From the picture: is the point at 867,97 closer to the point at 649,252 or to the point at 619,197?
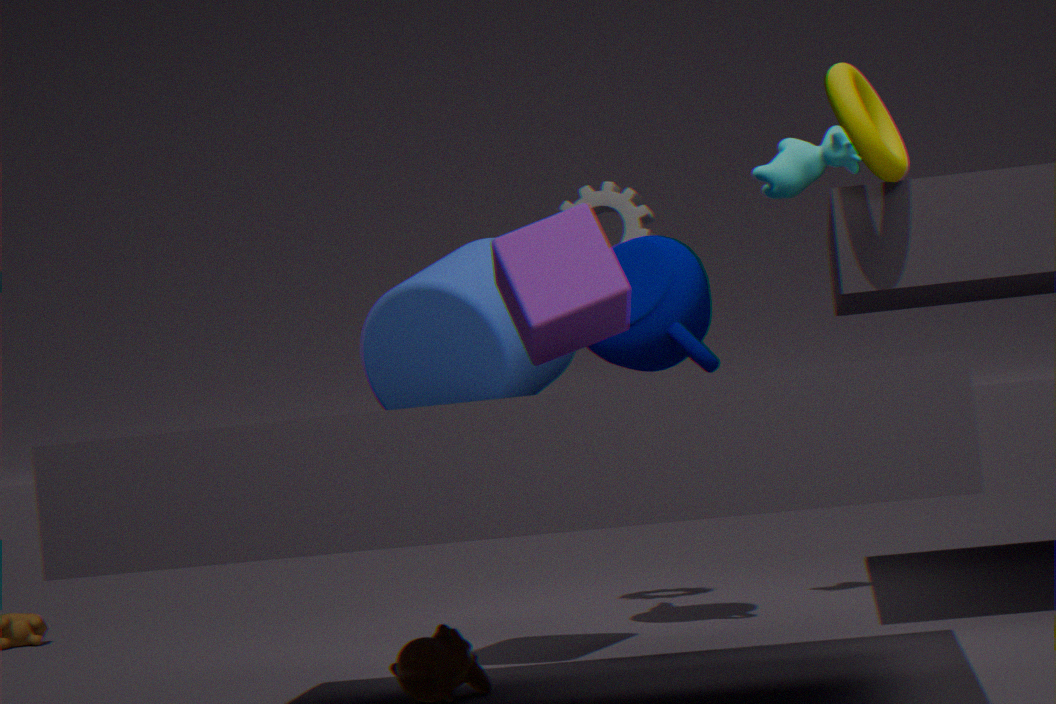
the point at 649,252
